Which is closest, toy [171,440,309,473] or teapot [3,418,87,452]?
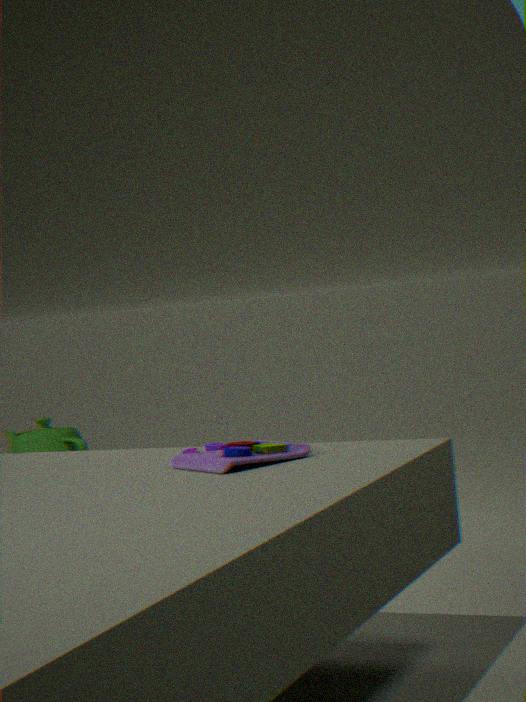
toy [171,440,309,473]
